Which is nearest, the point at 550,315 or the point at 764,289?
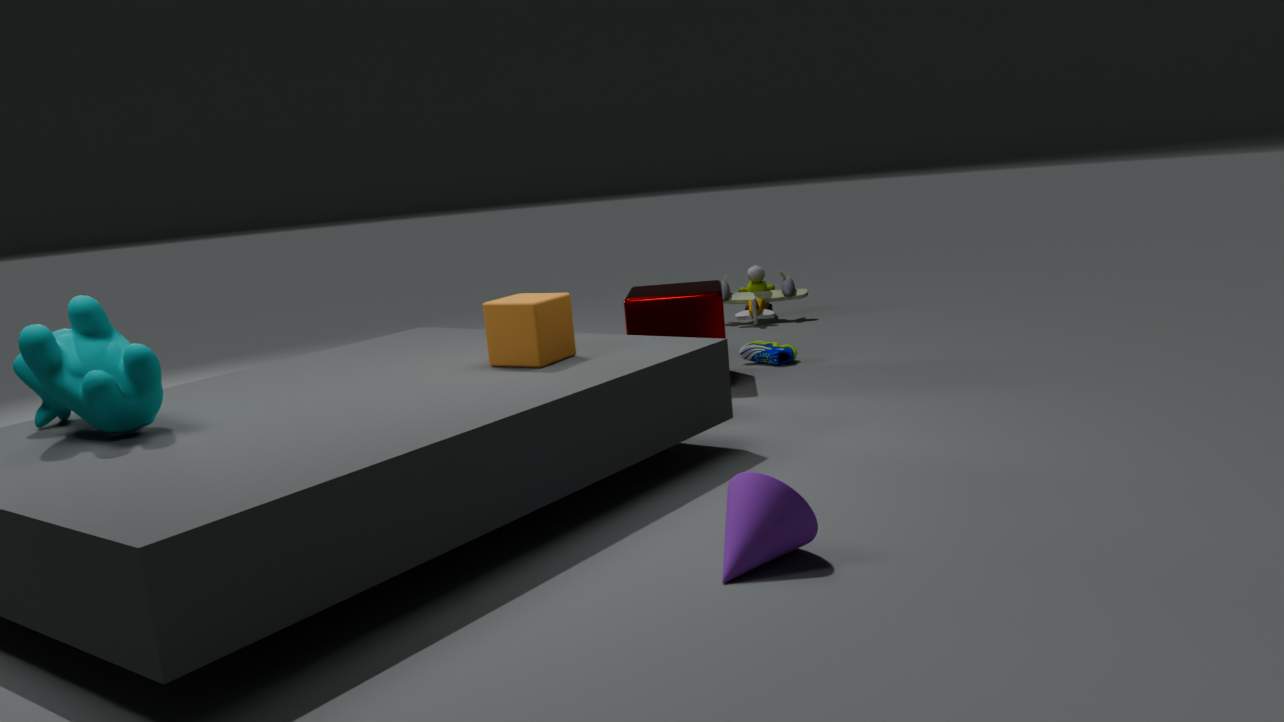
the point at 550,315
